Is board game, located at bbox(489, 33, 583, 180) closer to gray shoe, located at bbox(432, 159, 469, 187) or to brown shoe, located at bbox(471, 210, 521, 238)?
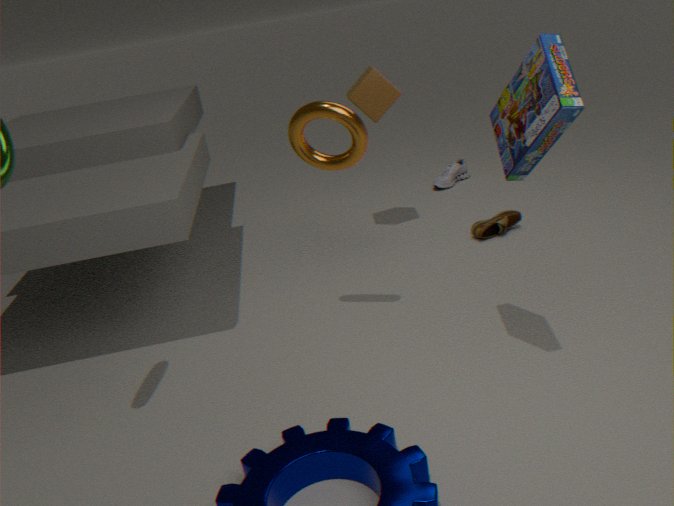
brown shoe, located at bbox(471, 210, 521, 238)
